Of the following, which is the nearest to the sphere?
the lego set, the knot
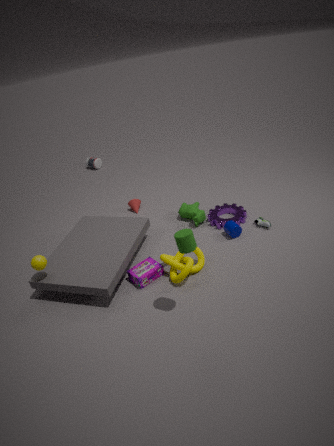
the lego set
